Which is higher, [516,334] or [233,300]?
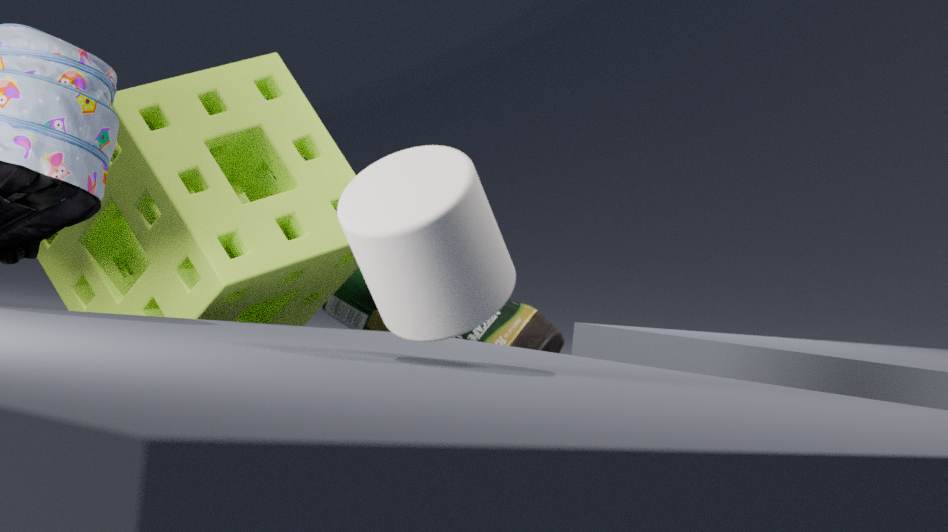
[233,300]
